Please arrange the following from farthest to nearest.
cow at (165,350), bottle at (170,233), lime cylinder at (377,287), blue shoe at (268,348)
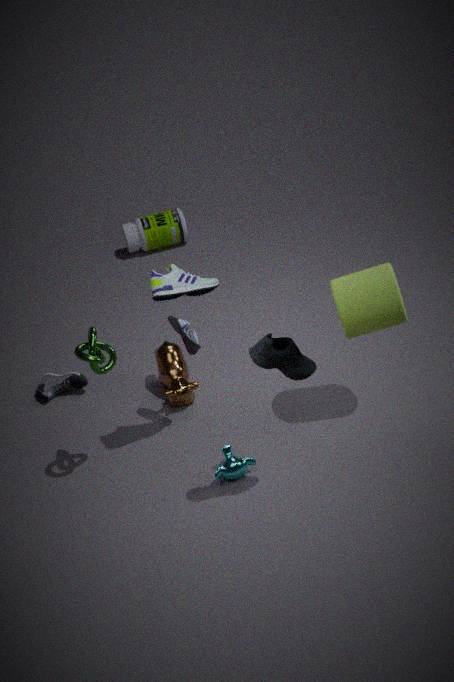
bottle at (170,233) → cow at (165,350) → lime cylinder at (377,287) → blue shoe at (268,348)
